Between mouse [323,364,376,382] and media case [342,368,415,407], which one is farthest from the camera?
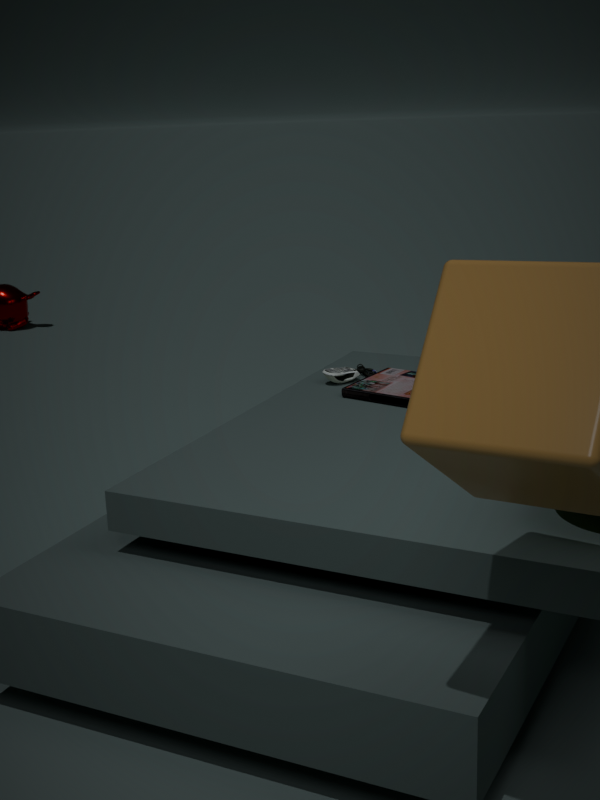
mouse [323,364,376,382]
